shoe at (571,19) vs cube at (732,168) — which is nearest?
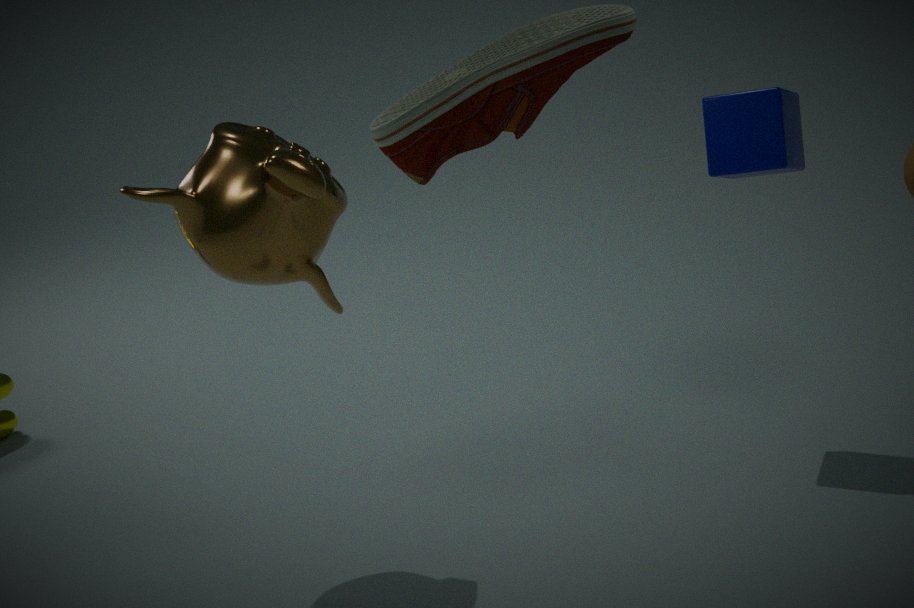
shoe at (571,19)
